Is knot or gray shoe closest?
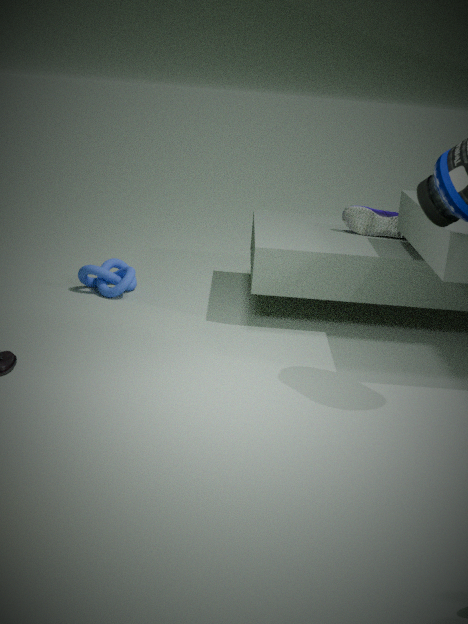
knot
